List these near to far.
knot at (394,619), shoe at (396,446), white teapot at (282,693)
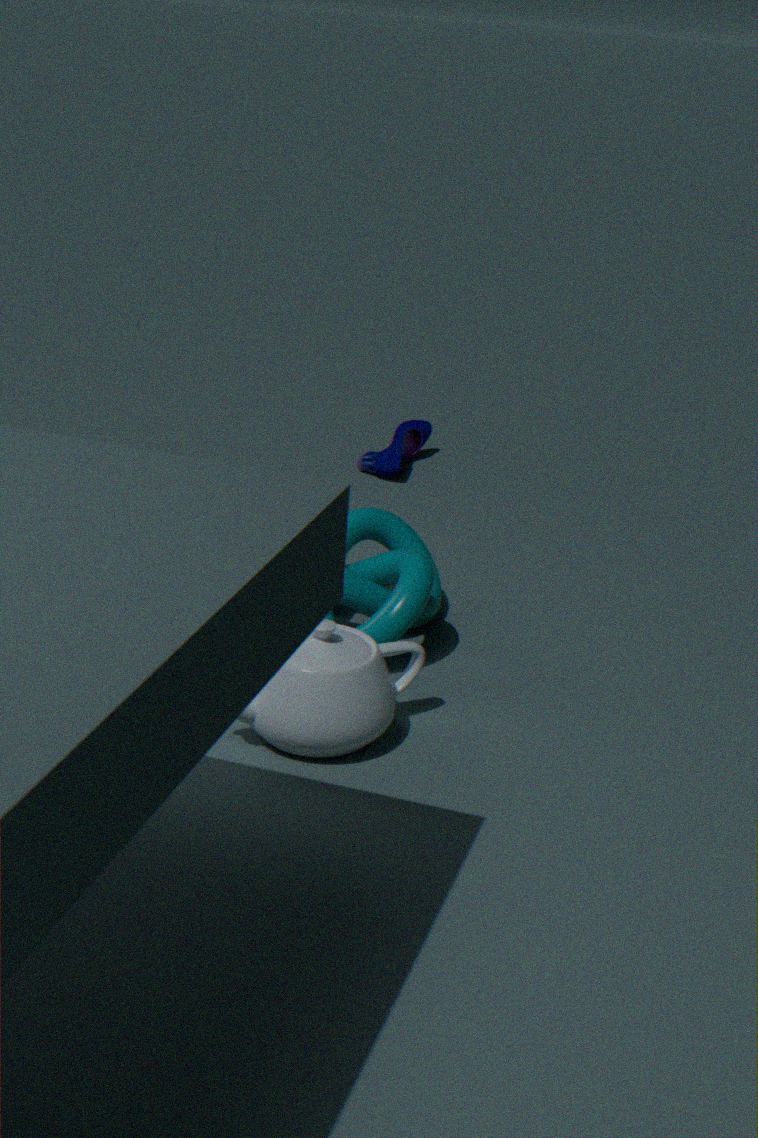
white teapot at (282,693) < knot at (394,619) < shoe at (396,446)
